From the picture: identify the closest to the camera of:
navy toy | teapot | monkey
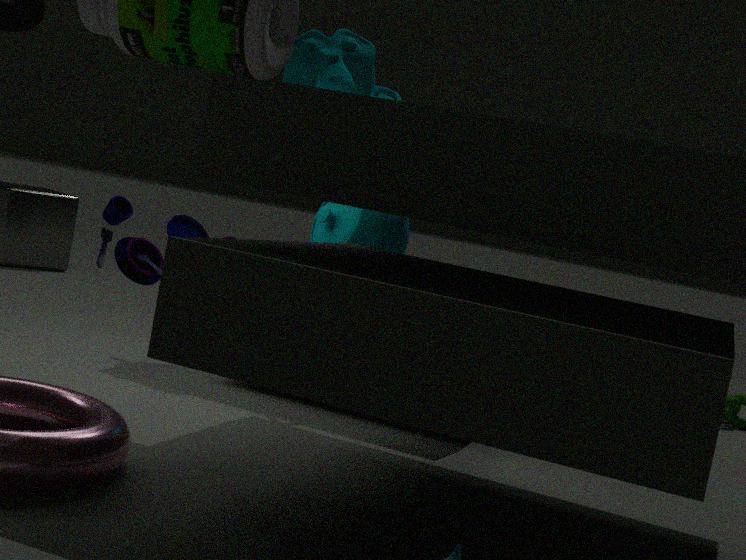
navy toy
